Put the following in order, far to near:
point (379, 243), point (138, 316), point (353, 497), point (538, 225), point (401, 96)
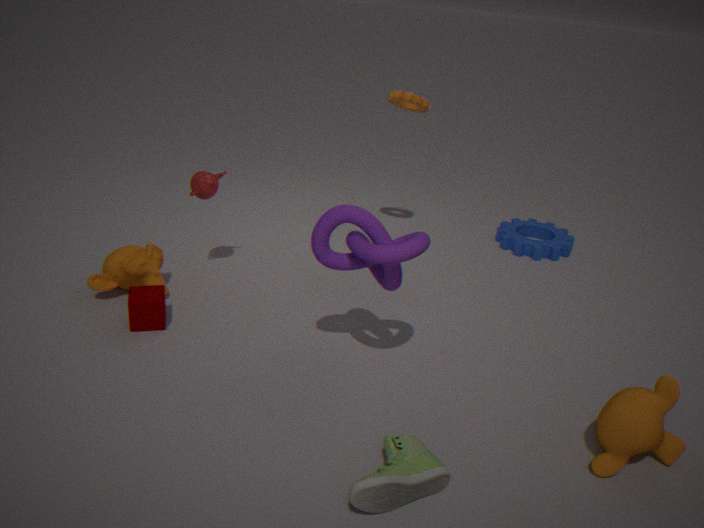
point (538, 225)
point (401, 96)
point (138, 316)
point (379, 243)
point (353, 497)
